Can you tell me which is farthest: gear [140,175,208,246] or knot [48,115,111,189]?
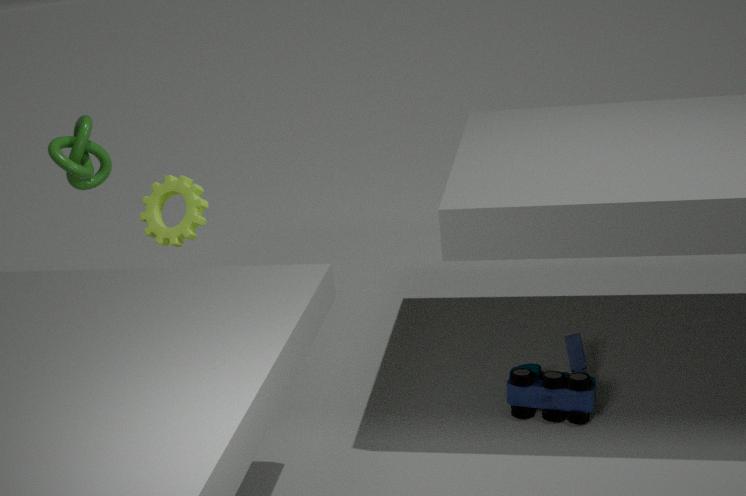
gear [140,175,208,246]
